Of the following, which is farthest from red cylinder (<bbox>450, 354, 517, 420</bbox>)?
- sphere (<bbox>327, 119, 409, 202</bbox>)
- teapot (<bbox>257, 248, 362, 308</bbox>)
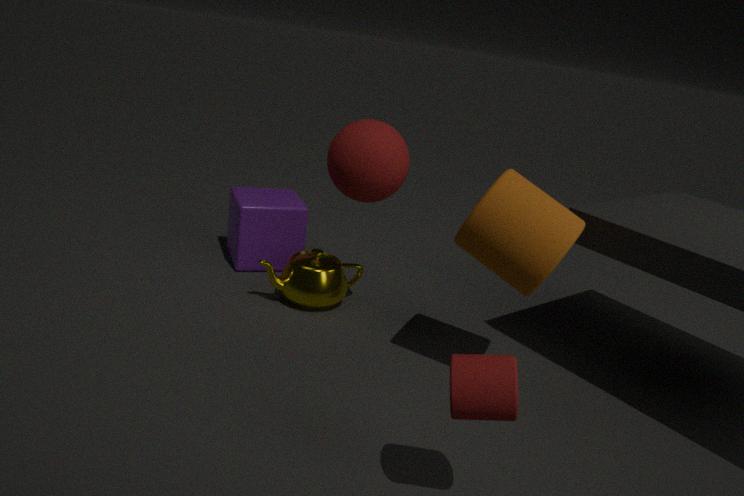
teapot (<bbox>257, 248, 362, 308</bbox>)
